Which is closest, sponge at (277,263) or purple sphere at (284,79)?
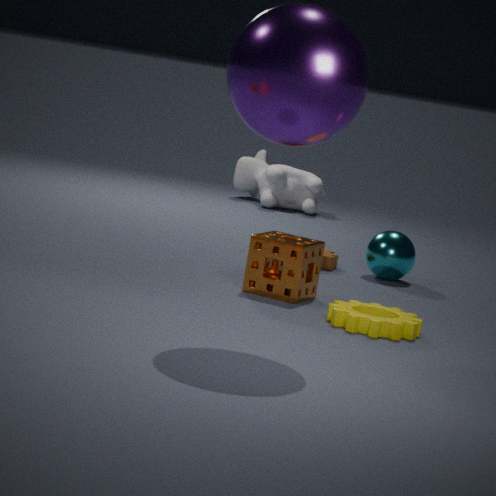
purple sphere at (284,79)
